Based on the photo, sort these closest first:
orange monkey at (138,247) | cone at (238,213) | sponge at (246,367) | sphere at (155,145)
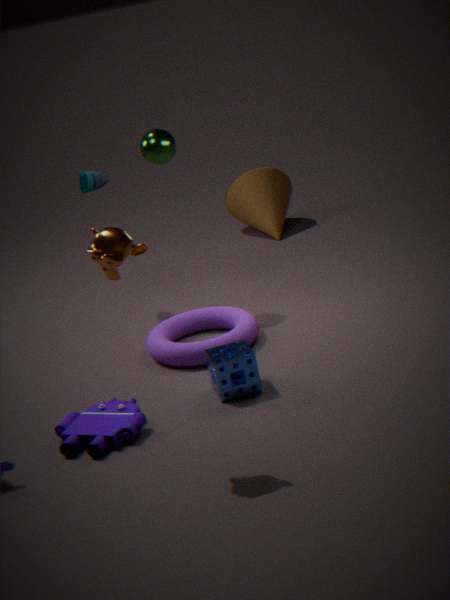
orange monkey at (138,247)
sponge at (246,367)
sphere at (155,145)
cone at (238,213)
